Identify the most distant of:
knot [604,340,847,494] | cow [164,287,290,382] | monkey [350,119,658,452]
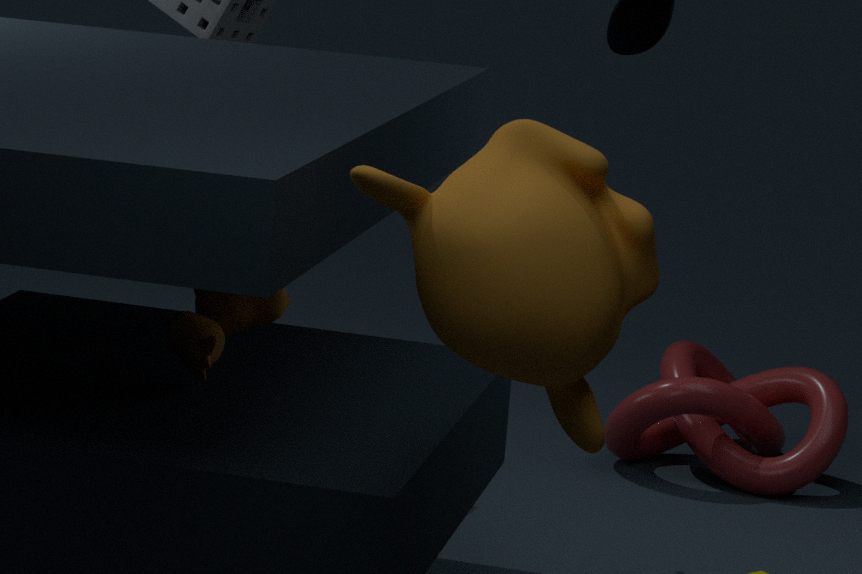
knot [604,340,847,494]
